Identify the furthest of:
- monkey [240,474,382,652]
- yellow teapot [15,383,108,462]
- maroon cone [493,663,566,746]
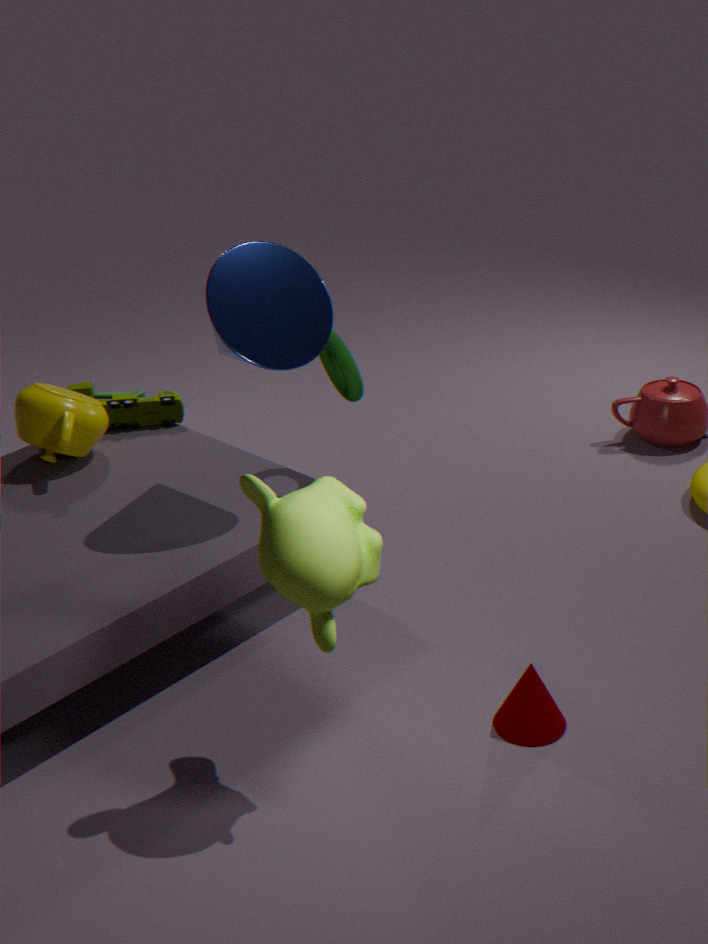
yellow teapot [15,383,108,462]
